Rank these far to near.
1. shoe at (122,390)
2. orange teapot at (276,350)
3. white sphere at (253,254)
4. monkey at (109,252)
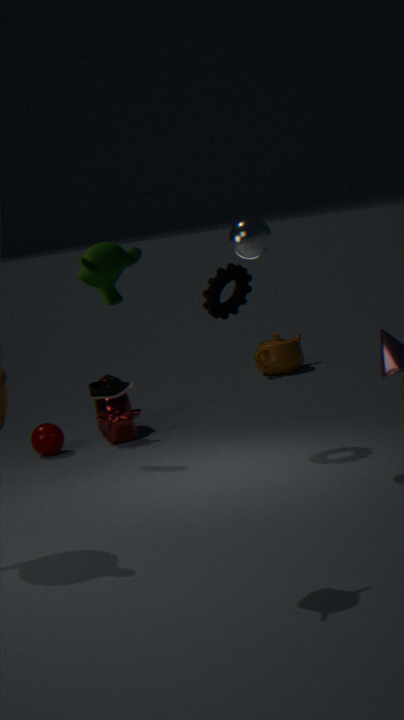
orange teapot at (276,350) < shoe at (122,390) < white sphere at (253,254) < monkey at (109,252)
